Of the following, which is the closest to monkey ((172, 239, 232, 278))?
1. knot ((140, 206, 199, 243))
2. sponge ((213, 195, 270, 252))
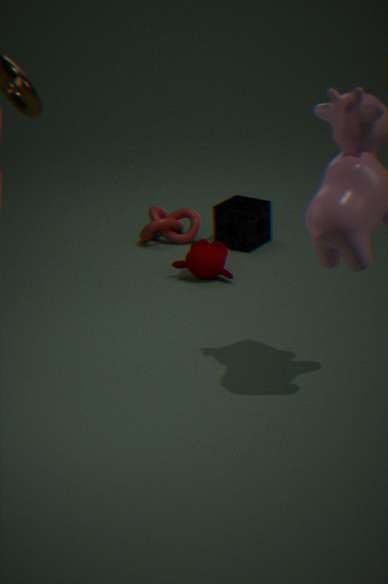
sponge ((213, 195, 270, 252))
